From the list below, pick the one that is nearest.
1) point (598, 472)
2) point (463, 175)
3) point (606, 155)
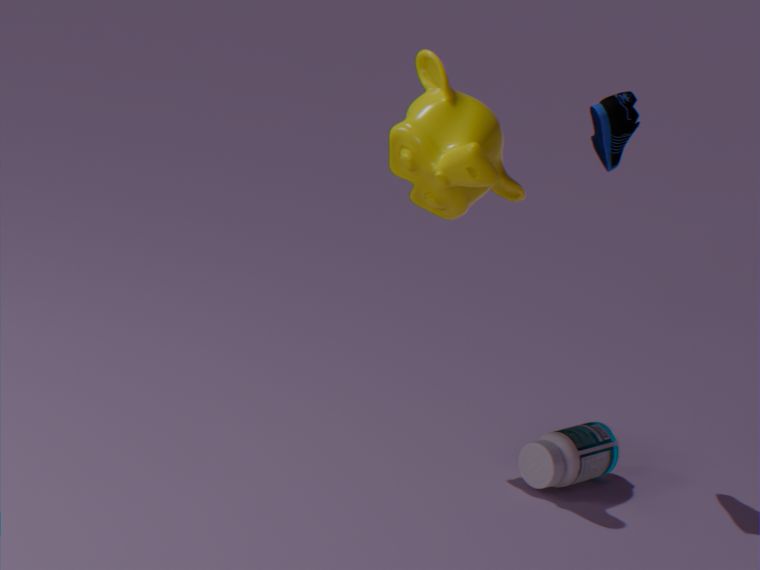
2. point (463, 175)
